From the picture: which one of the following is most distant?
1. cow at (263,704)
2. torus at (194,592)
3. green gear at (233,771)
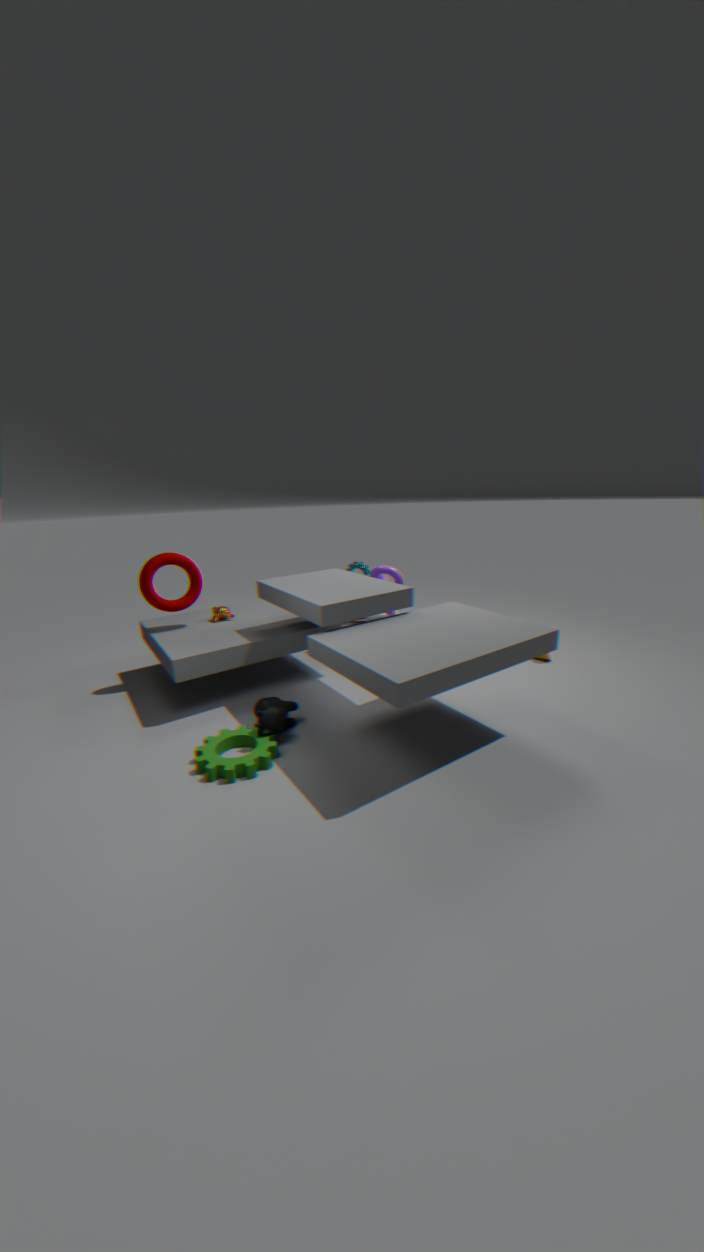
torus at (194,592)
